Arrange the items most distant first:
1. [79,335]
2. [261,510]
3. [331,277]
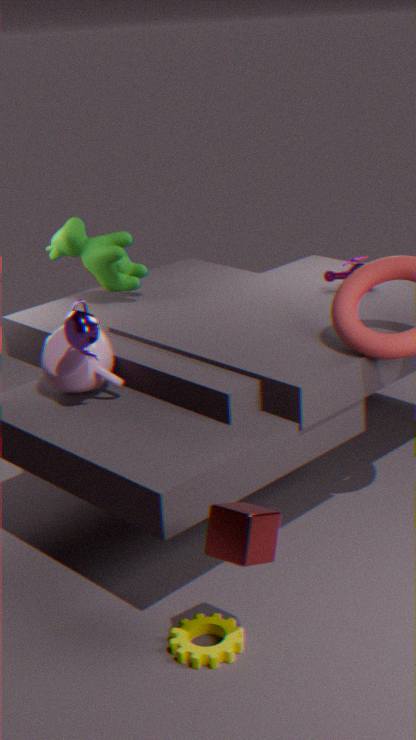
1. [331,277]
2. [79,335]
3. [261,510]
